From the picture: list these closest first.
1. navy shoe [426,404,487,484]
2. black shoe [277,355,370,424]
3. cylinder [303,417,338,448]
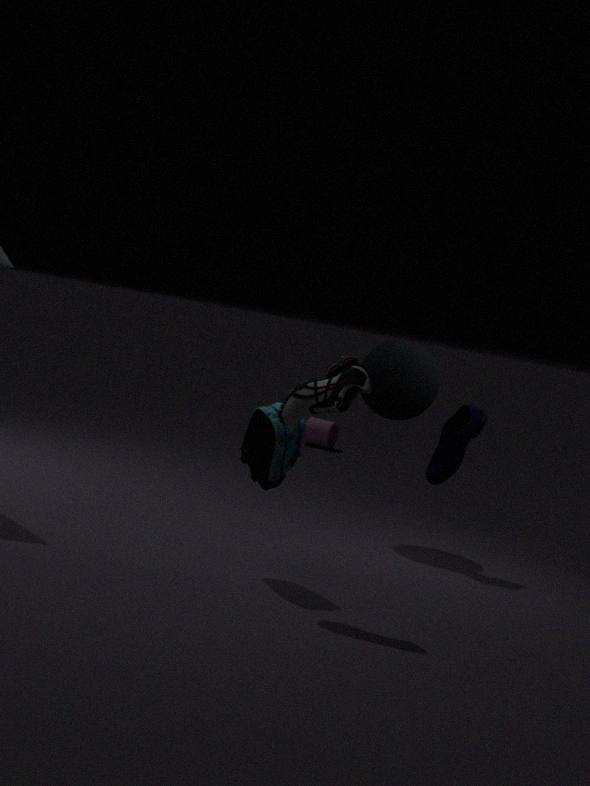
black shoe [277,355,370,424] < navy shoe [426,404,487,484] < cylinder [303,417,338,448]
